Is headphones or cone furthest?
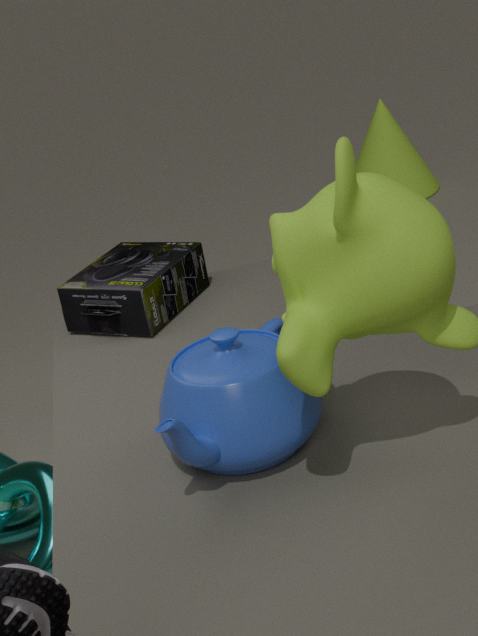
cone
